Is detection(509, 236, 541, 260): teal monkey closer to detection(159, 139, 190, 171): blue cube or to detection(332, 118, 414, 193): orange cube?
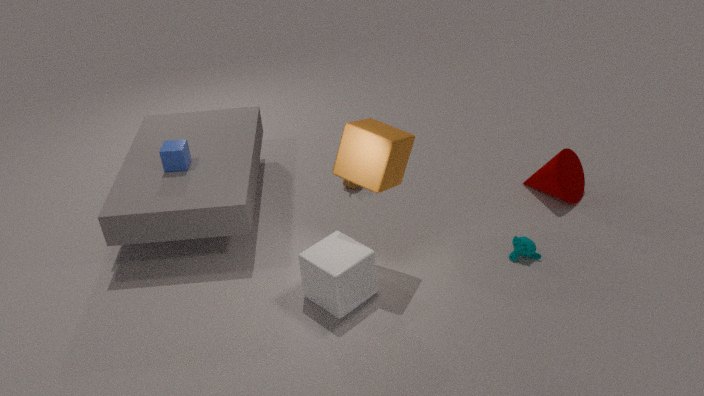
detection(332, 118, 414, 193): orange cube
